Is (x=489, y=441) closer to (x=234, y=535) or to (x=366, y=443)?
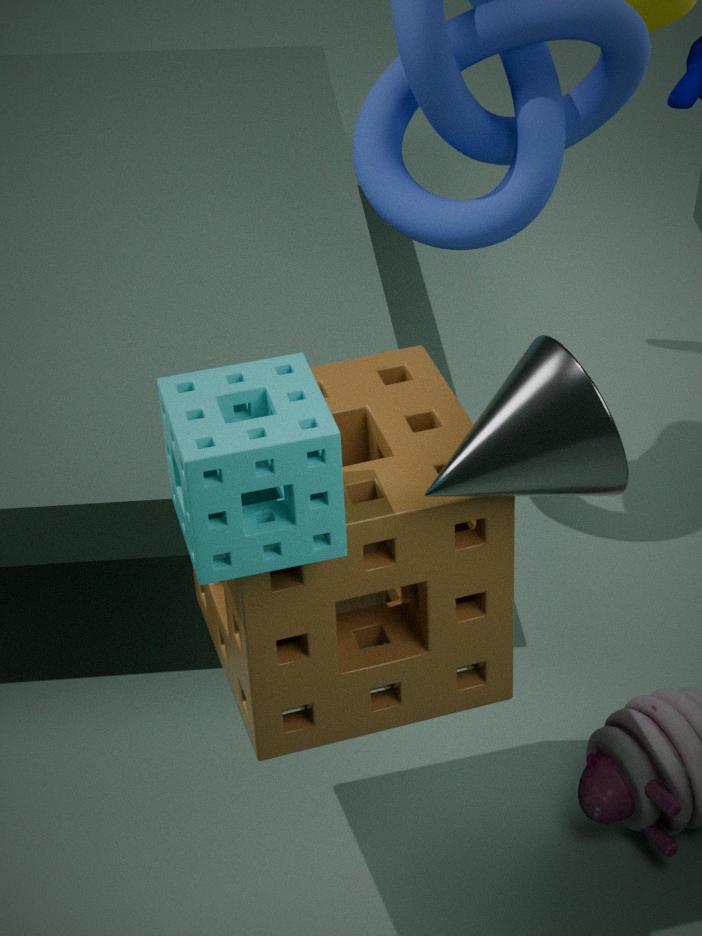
(x=234, y=535)
